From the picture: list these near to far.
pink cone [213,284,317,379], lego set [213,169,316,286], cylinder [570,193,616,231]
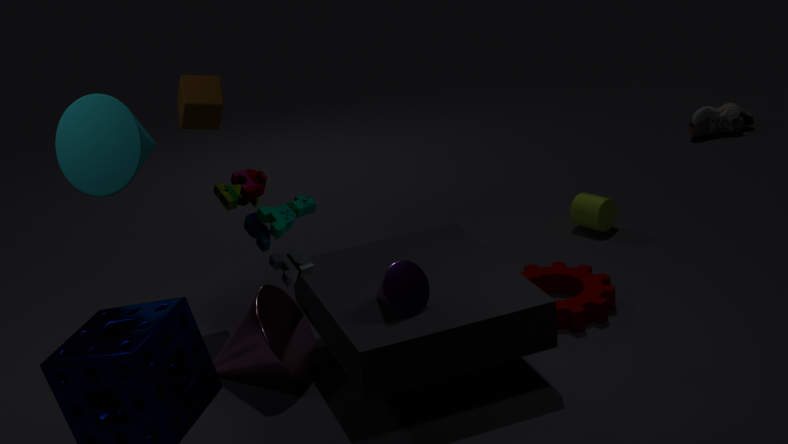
lego set [213,169,316,286] < pink cone [213,284,317,379] < cylinder [570,193,616,231]
